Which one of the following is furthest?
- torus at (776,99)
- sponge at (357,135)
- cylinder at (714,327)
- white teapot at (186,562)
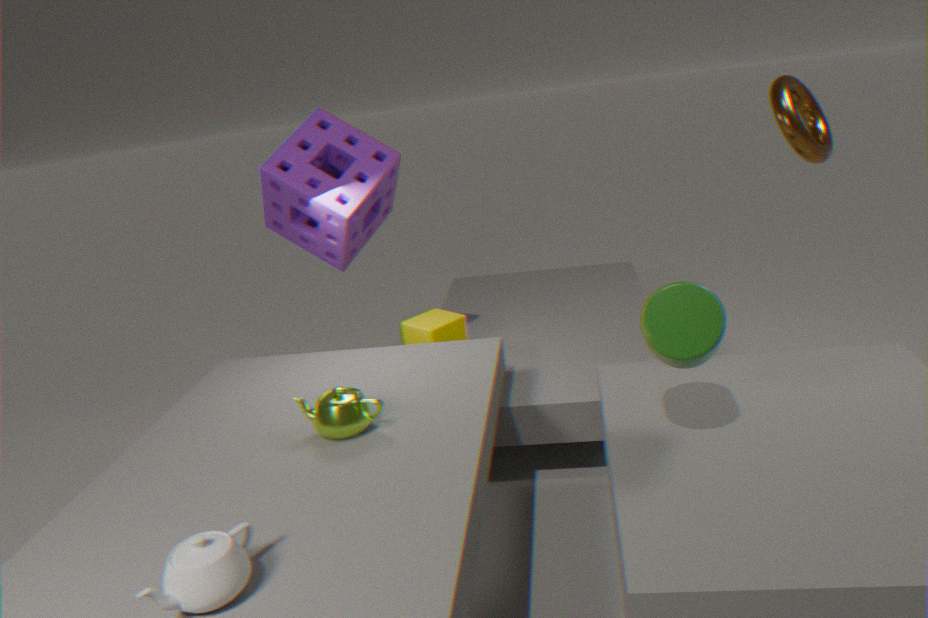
sponge at (357,135)
